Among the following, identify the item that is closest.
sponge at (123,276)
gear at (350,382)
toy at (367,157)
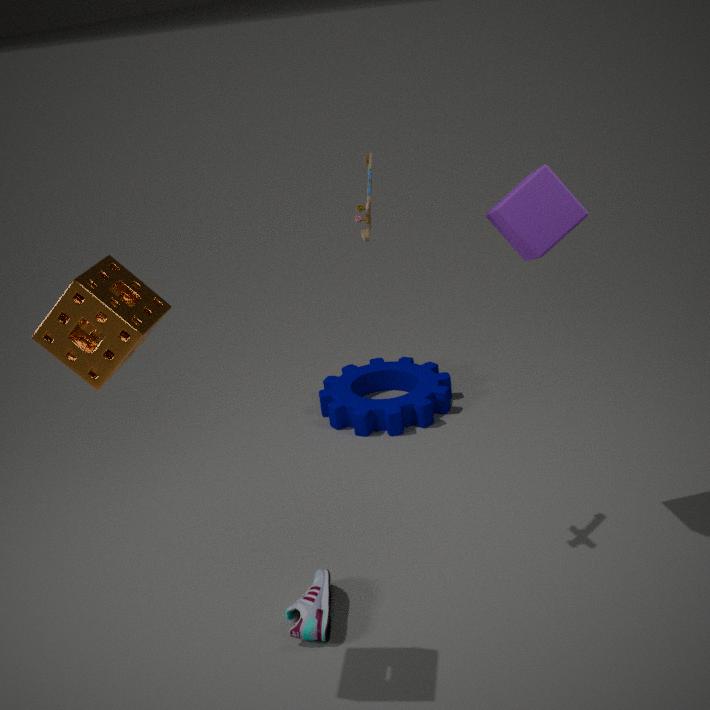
sponge at (123,276)
